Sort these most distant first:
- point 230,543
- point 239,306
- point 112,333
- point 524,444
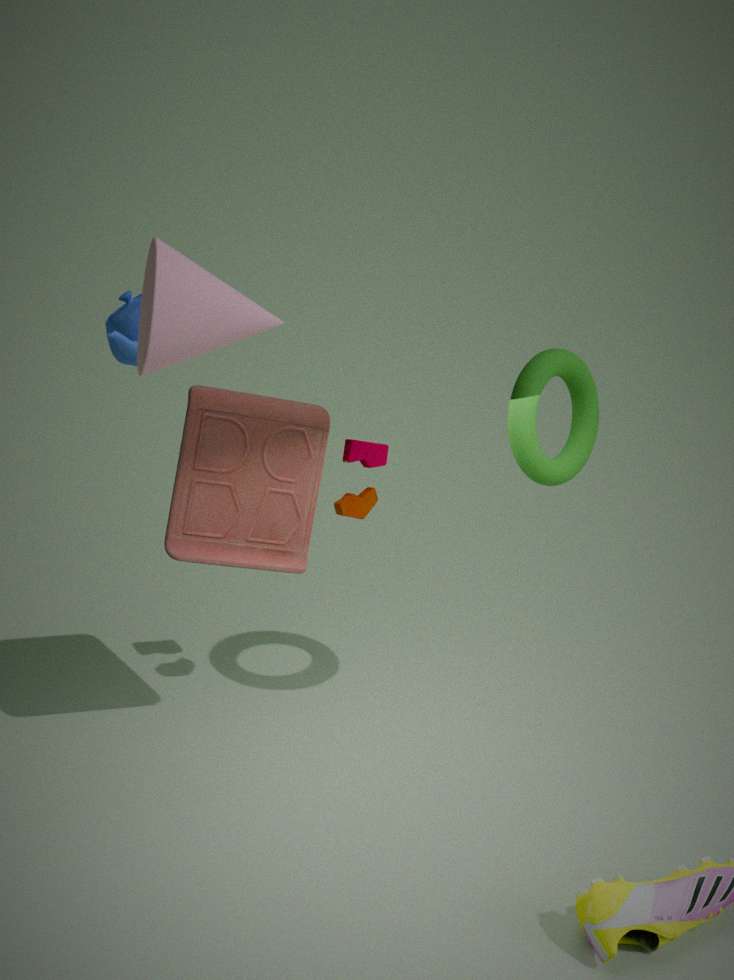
point 230,543 < point 524,444 < point 112,333 < point 239,306
